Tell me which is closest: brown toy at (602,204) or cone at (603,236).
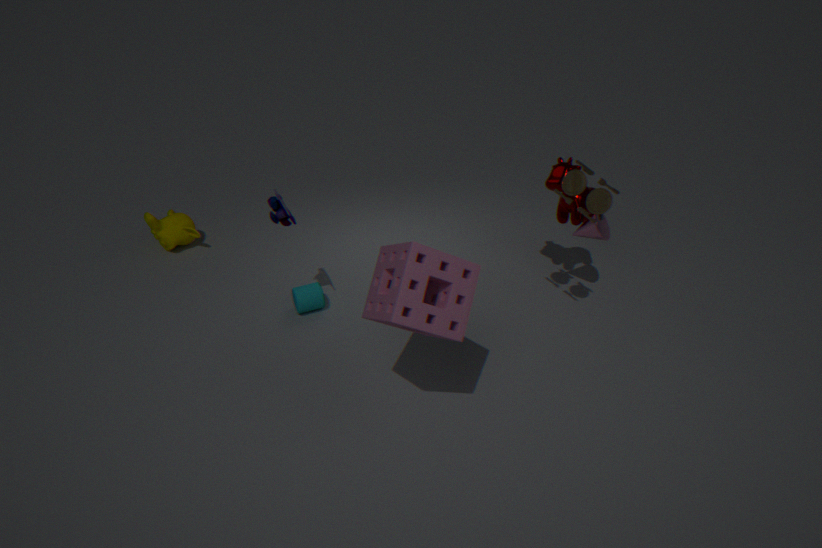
Result: brown toy at (602,204)
